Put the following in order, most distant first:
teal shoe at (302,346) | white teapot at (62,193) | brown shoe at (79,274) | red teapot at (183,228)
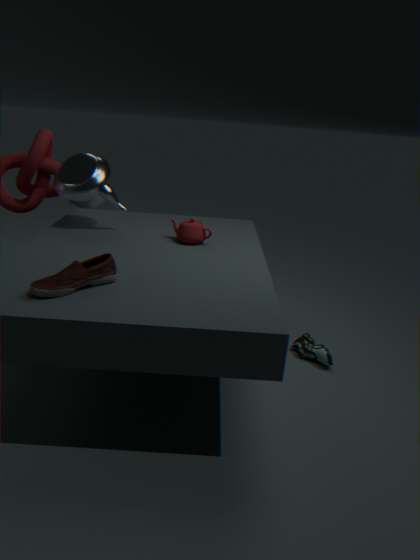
1. teal shoe at (302,346)
2. white teapot at (62,193)
3. red teapot at (183,228)
4. brown shoe at (79,274)
